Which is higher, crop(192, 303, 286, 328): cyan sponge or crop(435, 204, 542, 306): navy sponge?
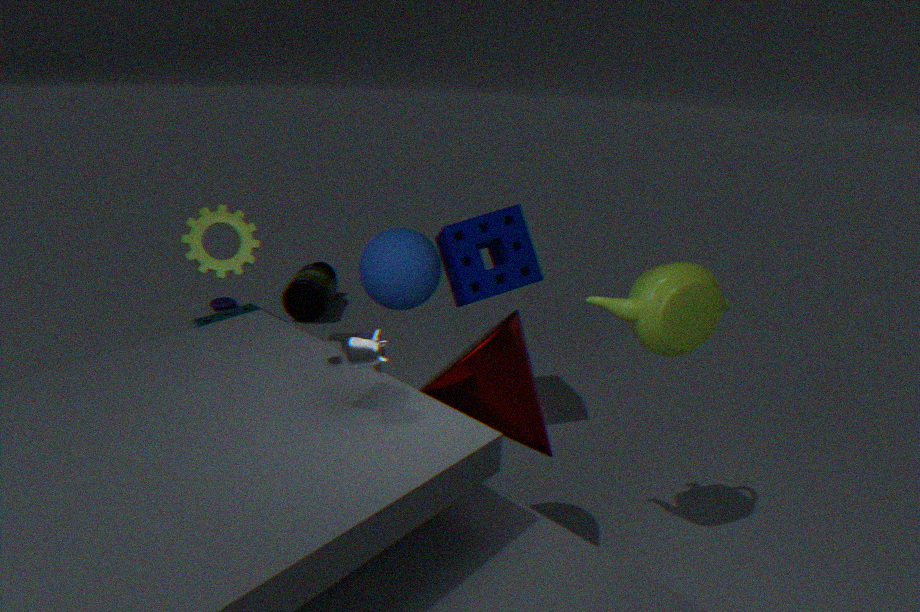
crop(435, 204, 542, 306): navy sponge
